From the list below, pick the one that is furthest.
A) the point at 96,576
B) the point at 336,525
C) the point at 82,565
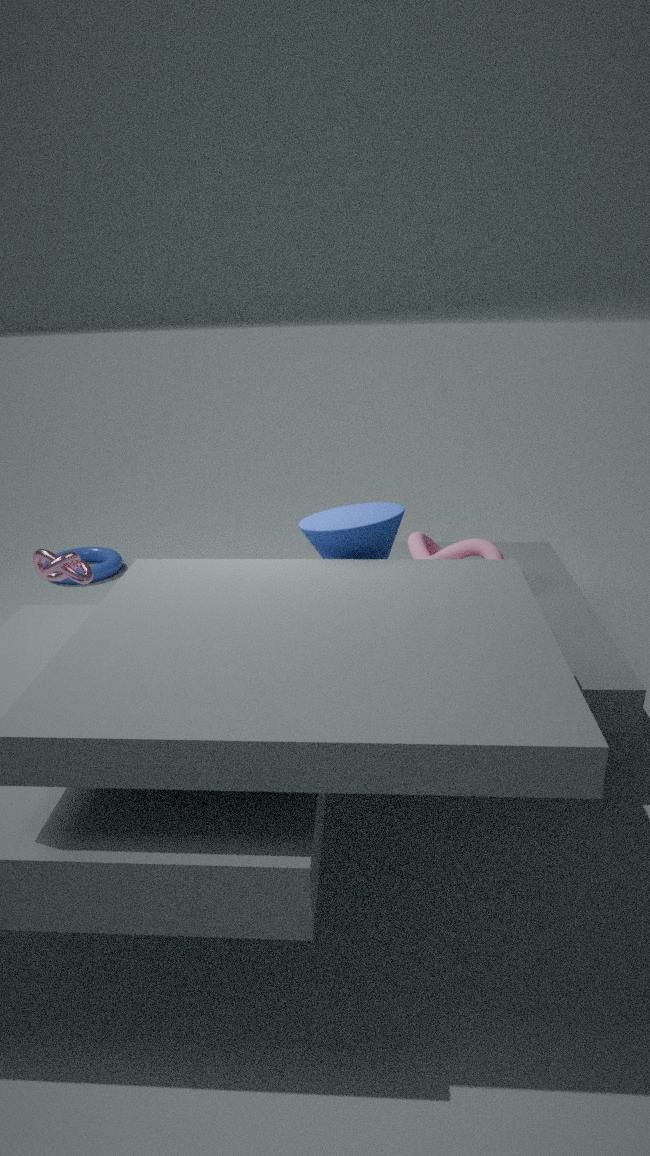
the point at 96,576
